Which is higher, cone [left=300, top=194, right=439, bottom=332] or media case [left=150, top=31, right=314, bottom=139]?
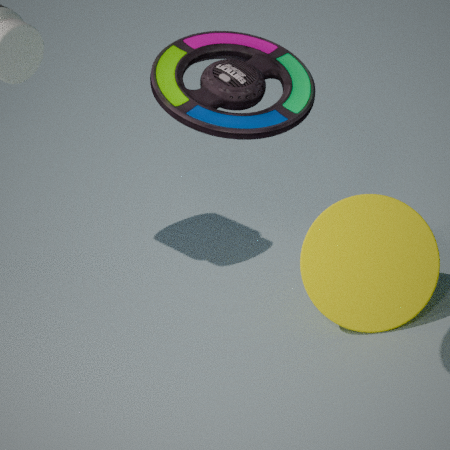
media case [left=150, top=31, right=314, bottom=139]
